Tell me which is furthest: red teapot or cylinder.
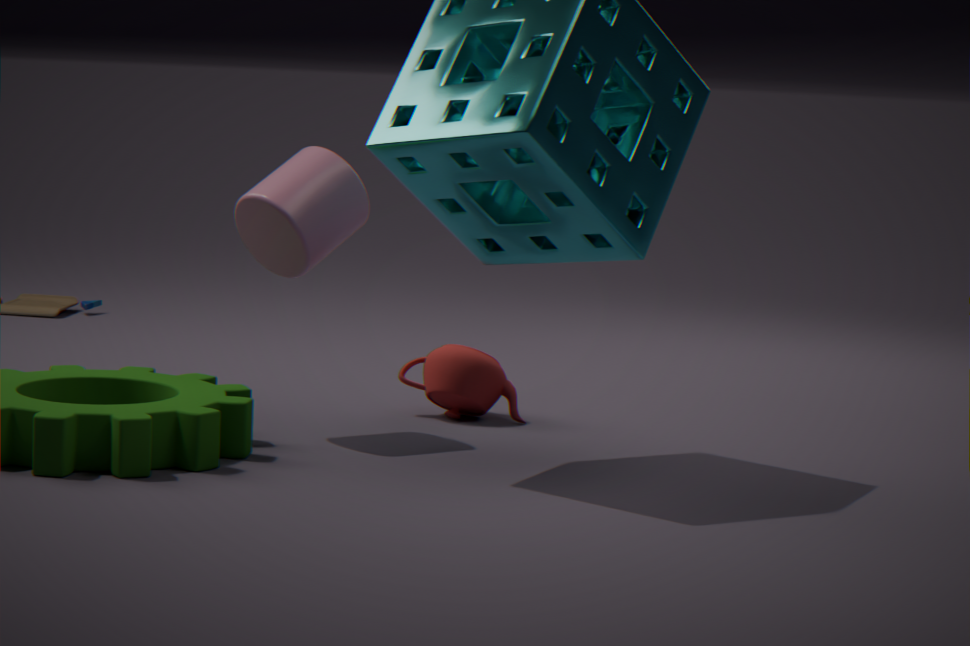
red teapot
